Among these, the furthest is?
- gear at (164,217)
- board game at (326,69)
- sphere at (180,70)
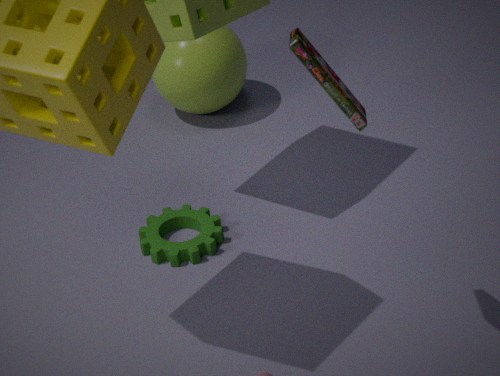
sphere at (180,70)
